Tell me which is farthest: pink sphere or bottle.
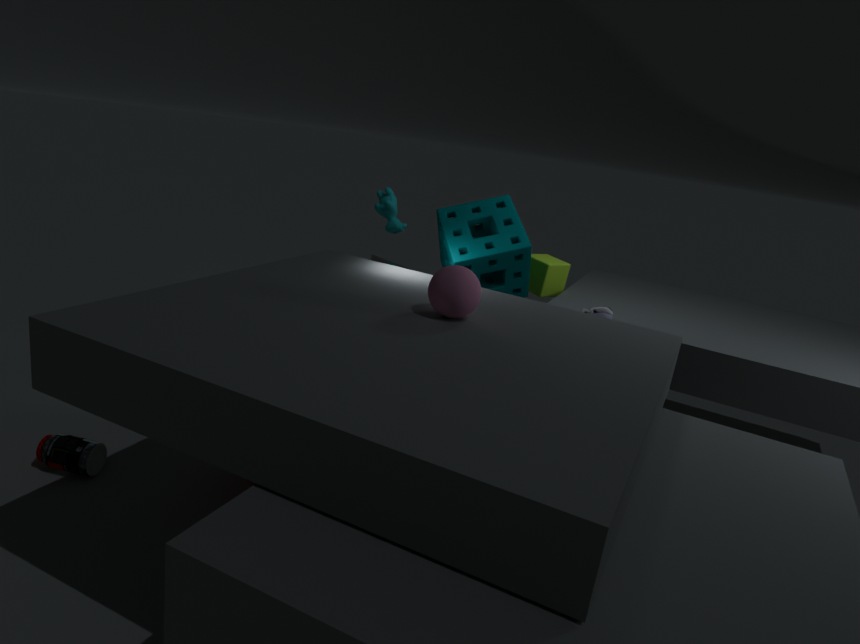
bottle
